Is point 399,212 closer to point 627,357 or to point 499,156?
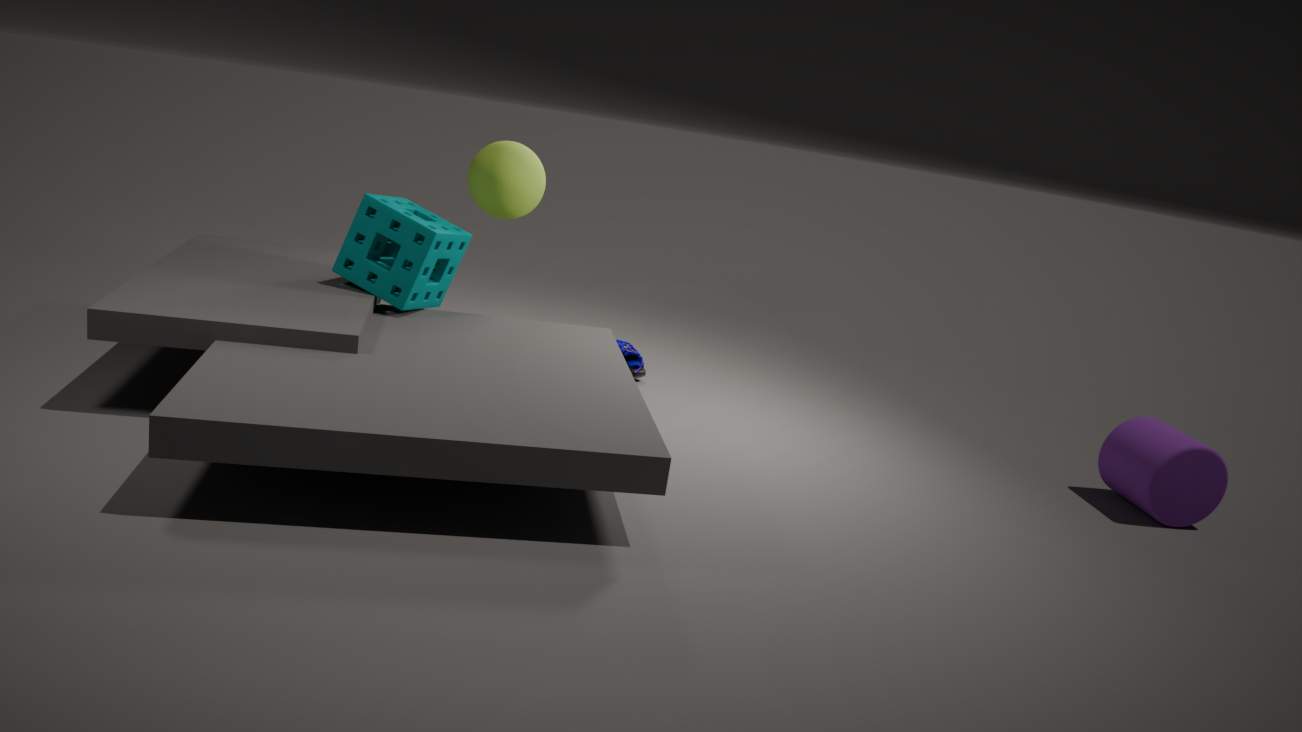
point 499,156
